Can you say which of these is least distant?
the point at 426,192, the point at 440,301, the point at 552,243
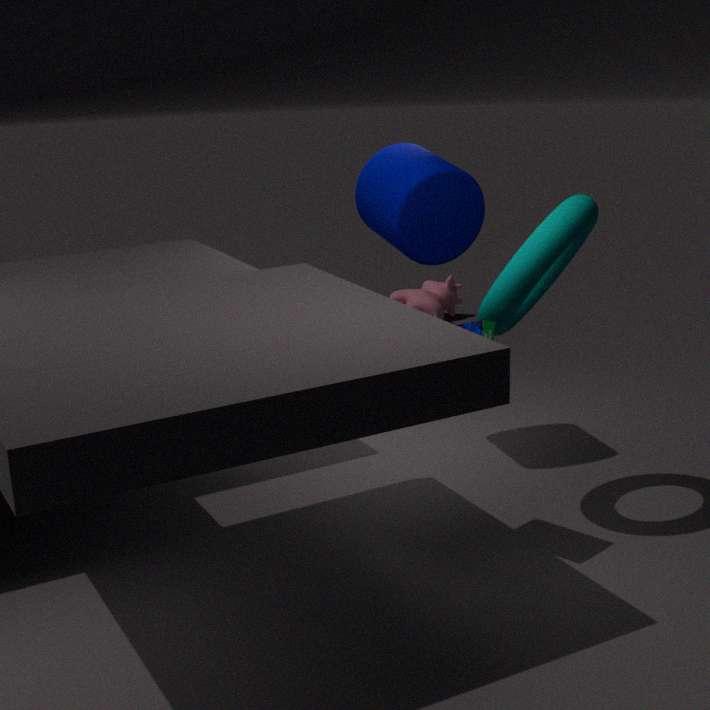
the point at 552,243
